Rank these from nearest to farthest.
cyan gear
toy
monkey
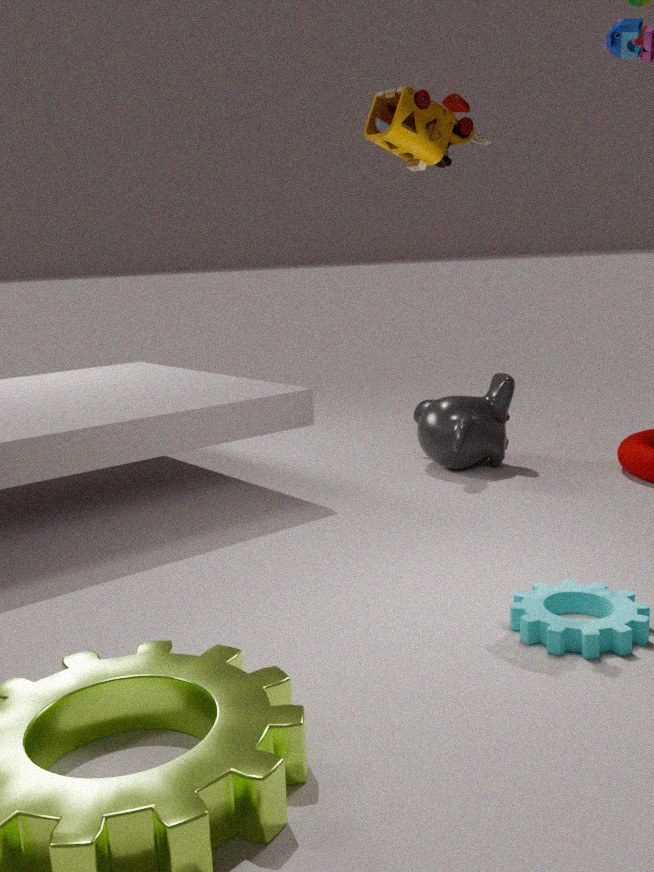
cyan gear → toy → monkey
